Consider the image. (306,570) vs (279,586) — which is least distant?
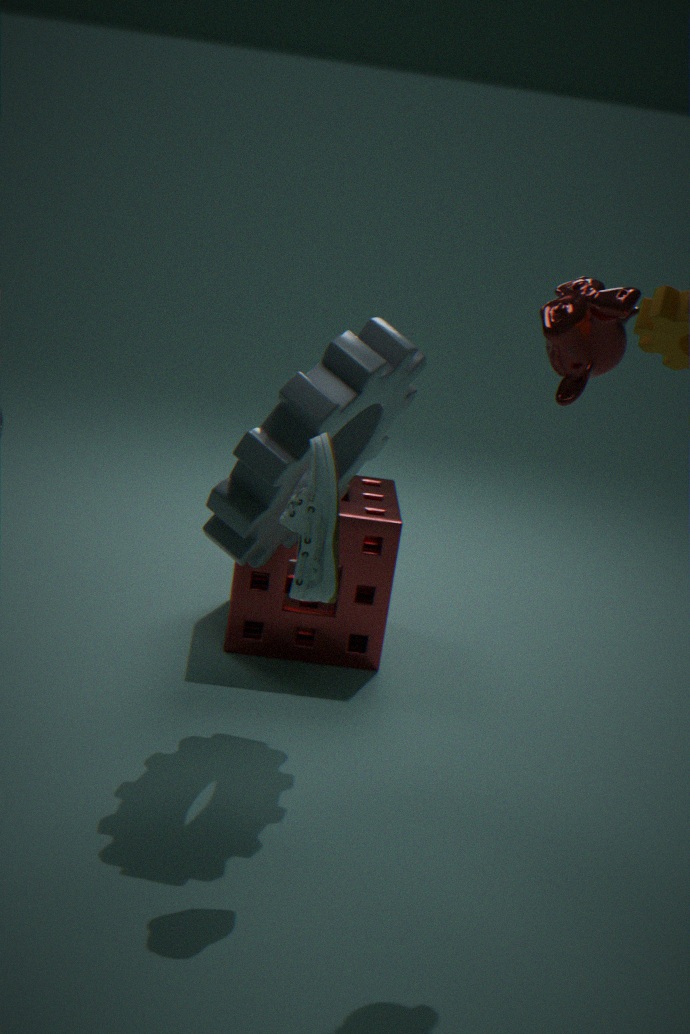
(306,570)
